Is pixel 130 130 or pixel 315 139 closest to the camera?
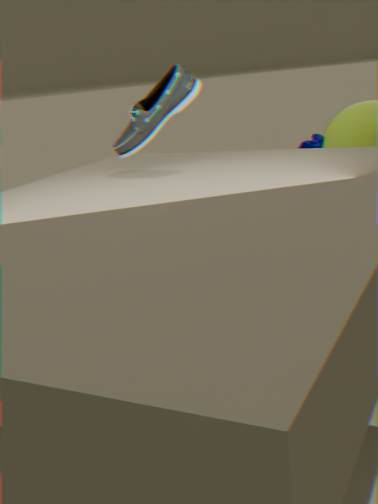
pixel 130 130
